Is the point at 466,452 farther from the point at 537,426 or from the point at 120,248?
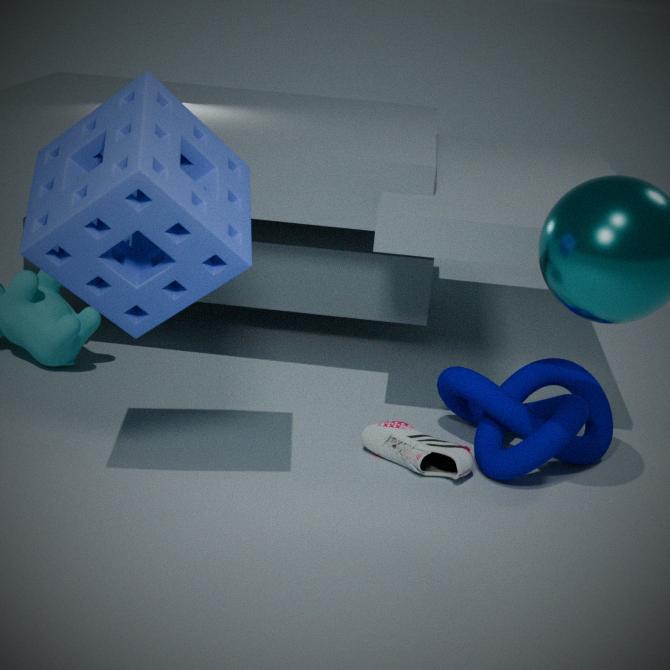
the point at 120,248
